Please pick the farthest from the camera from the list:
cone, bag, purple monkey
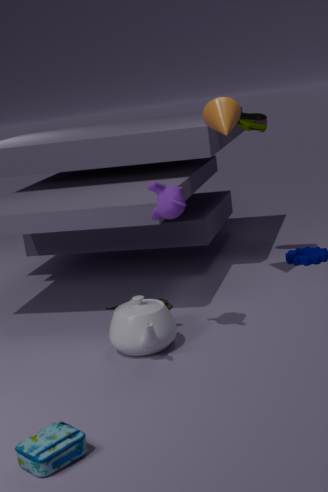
cone
